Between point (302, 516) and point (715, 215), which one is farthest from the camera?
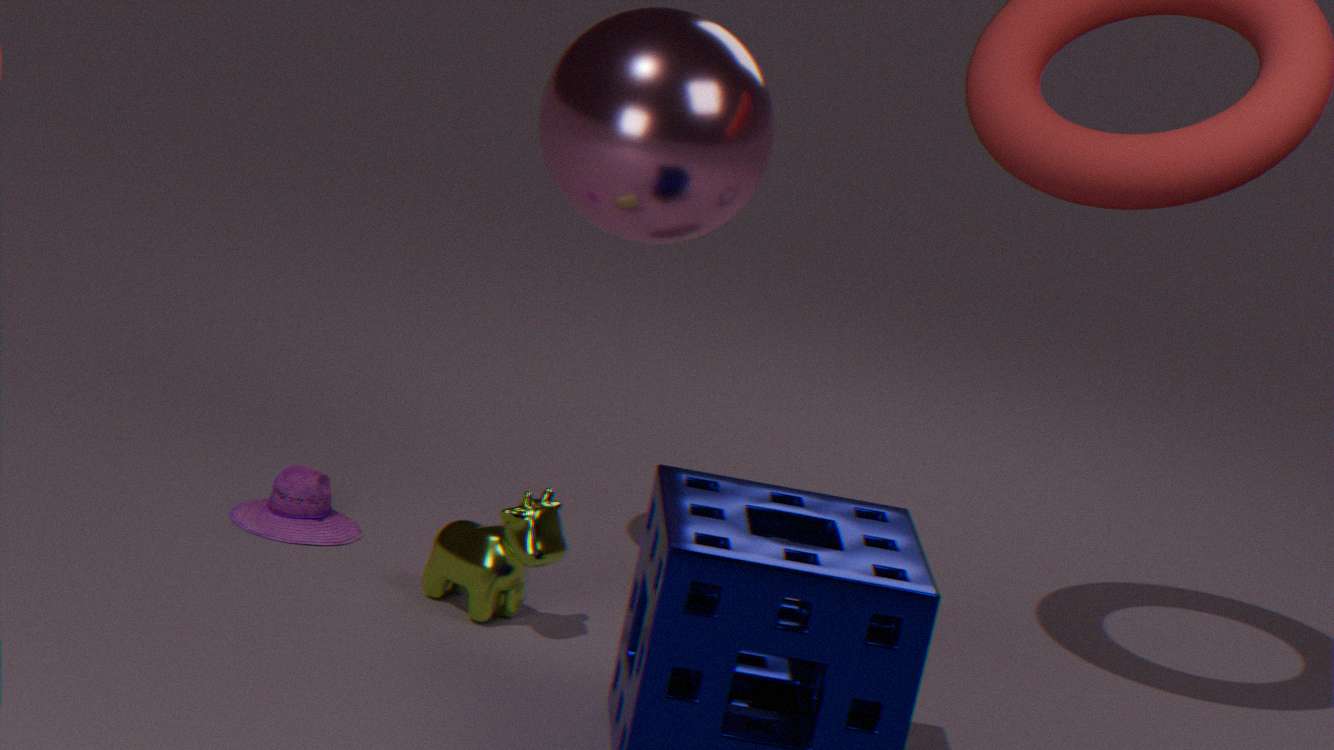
point (302, 516)
